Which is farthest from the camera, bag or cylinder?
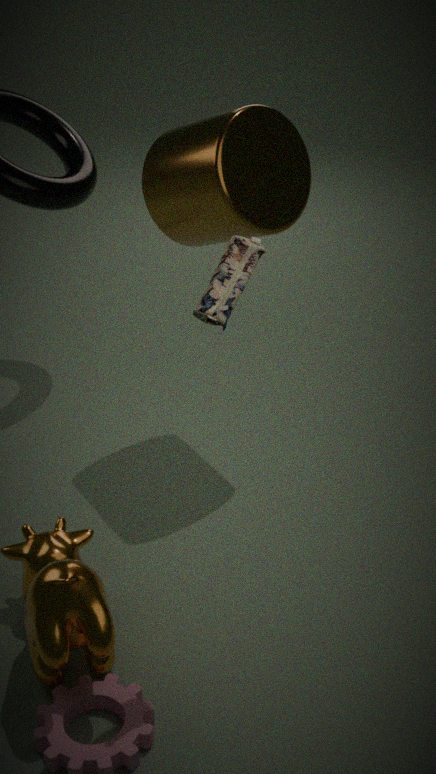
cylinder
